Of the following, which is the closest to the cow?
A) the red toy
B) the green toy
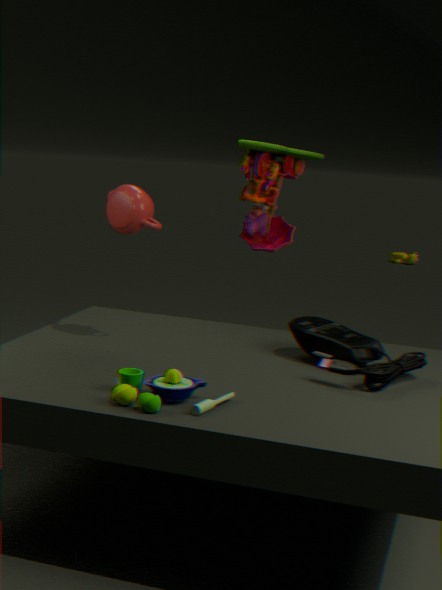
the red toy
